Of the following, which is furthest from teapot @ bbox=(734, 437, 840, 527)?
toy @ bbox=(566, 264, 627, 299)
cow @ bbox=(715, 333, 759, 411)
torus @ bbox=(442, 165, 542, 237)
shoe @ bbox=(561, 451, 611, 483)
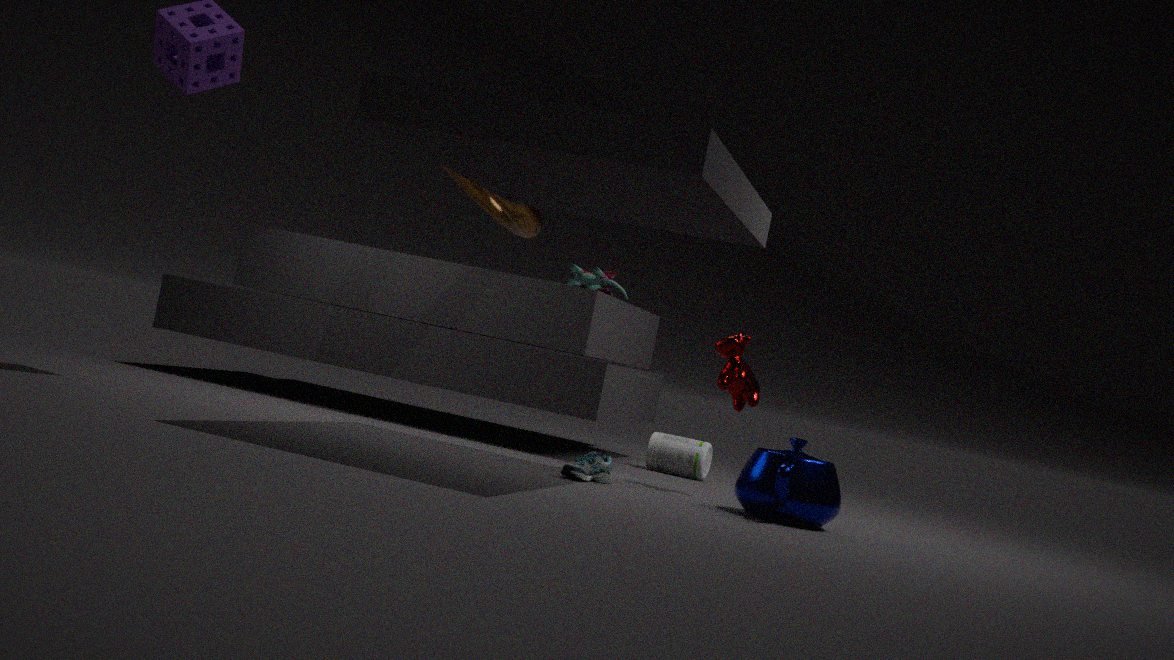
torus @ bbox=(442, 165, 542, 237)
